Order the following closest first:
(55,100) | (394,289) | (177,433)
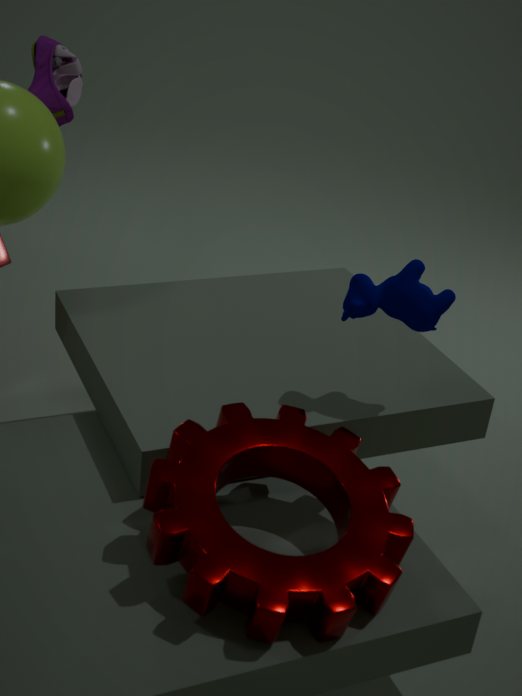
1. (177,433)
2. (394,289)
3. (55,100)
